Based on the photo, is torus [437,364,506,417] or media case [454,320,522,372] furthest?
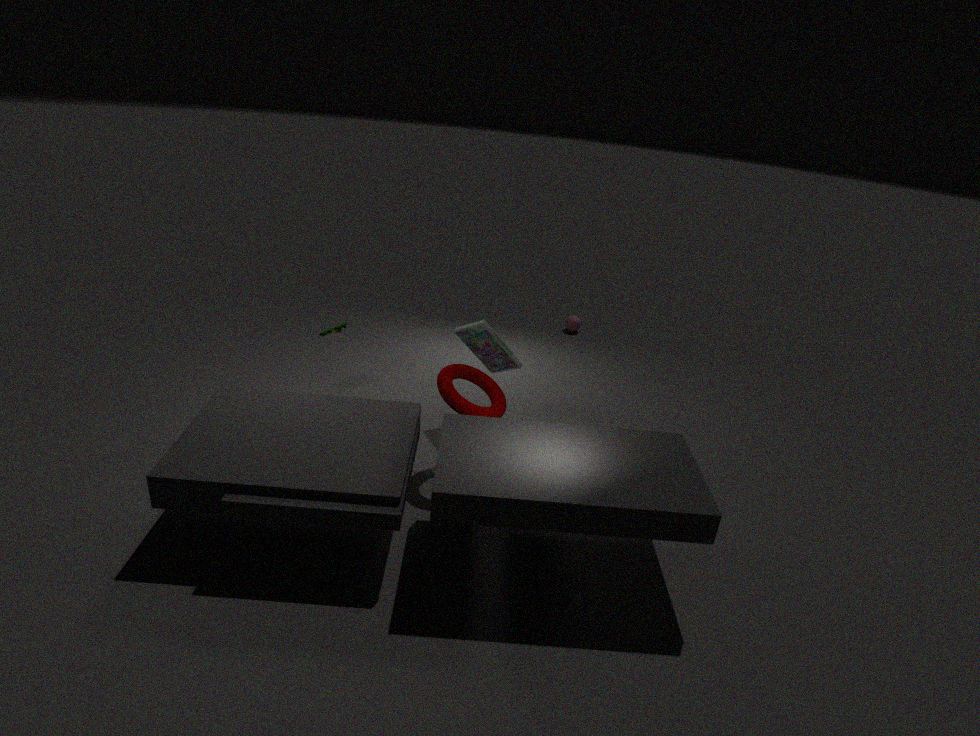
media case [454,320,522,372]
